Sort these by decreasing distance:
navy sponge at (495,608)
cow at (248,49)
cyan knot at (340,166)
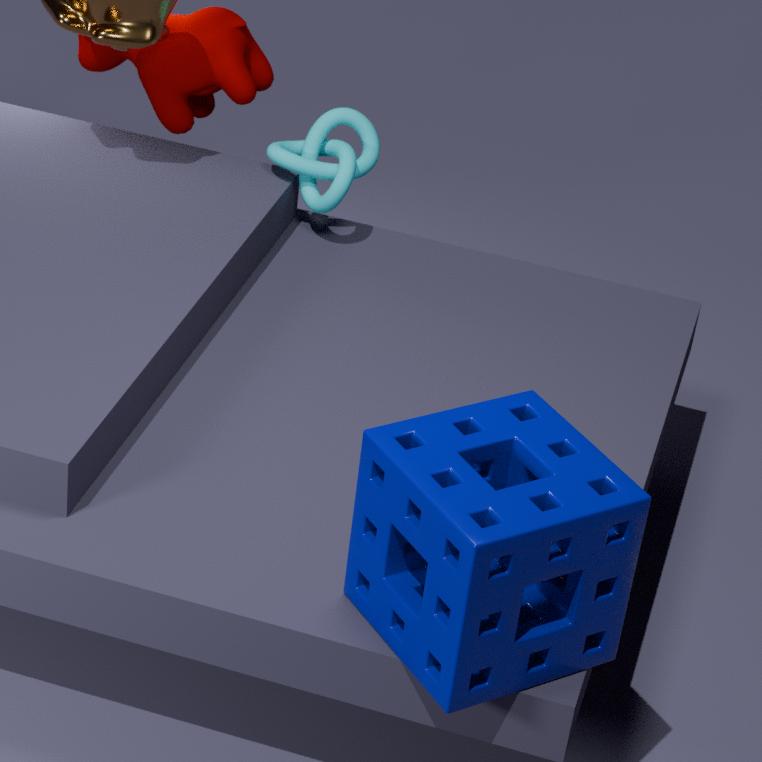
1. cow at (248,49)
2. cyan knot at (340,166)
3. navy sponge at (495,608)
